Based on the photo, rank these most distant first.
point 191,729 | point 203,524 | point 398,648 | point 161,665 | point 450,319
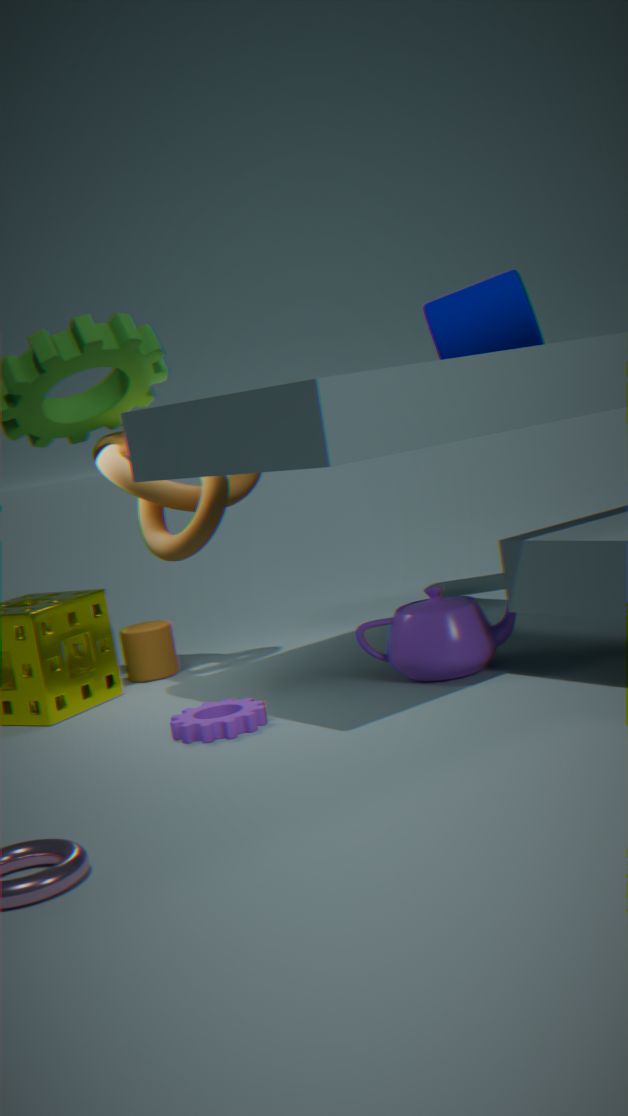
1. point 450,319
2. point 161,665
3. point 203,524
4. point 398,648
5. point 191,729
